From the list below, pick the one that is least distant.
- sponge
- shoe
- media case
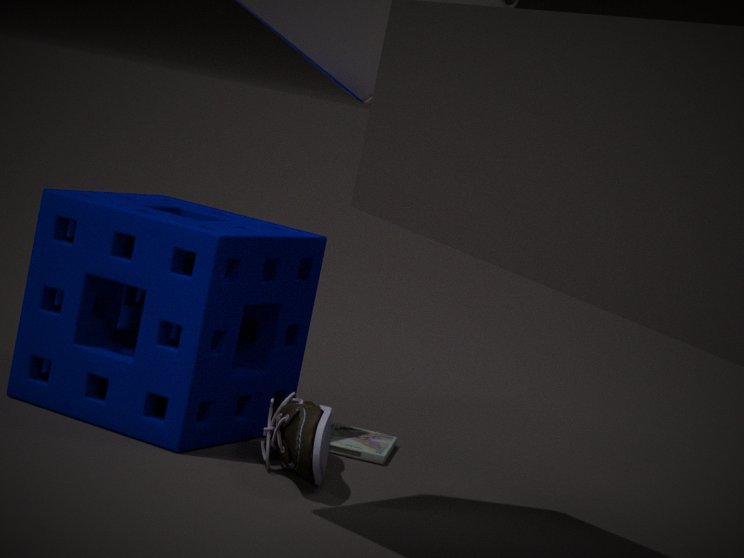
shoe
